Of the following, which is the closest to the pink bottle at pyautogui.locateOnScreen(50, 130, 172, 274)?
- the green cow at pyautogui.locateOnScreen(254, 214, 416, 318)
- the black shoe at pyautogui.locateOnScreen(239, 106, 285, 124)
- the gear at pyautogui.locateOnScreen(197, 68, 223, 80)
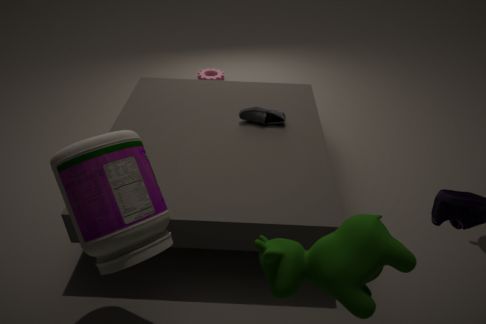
the green cow at pyautogui.locateOnScreen(254, 214, 416, 318)
